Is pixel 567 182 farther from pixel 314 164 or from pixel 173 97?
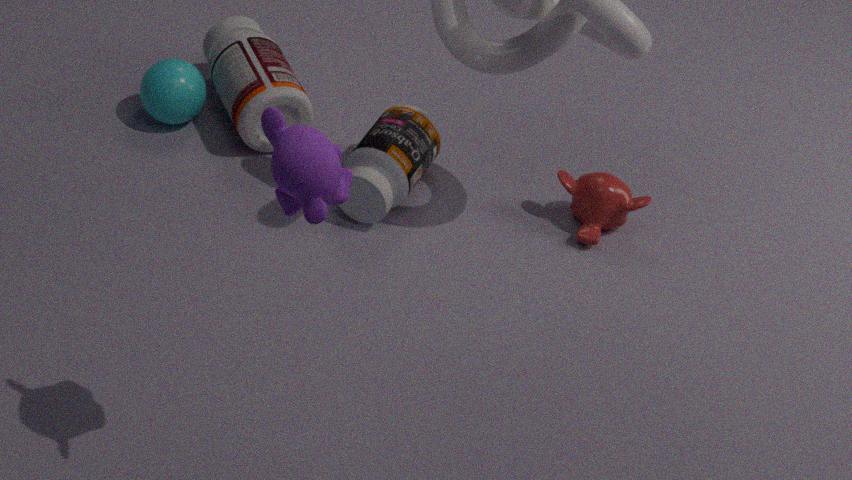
pixel 314 164
